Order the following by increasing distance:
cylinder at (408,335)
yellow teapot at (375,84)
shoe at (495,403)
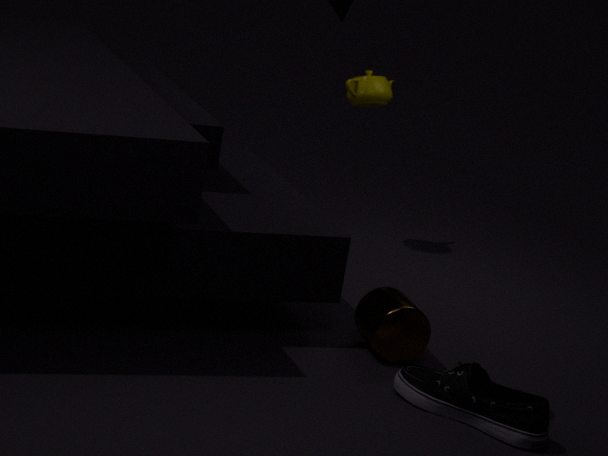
1. shoe at (495,403)
2. cylinder at (408,335)
3. yellow teapot at (375,84)
